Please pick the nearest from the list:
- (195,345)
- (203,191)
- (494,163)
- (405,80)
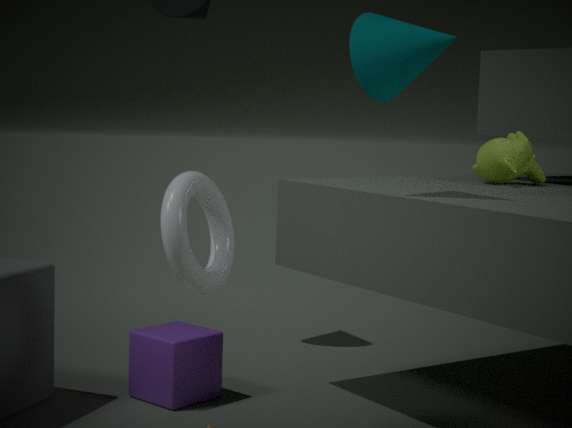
(203,191)
